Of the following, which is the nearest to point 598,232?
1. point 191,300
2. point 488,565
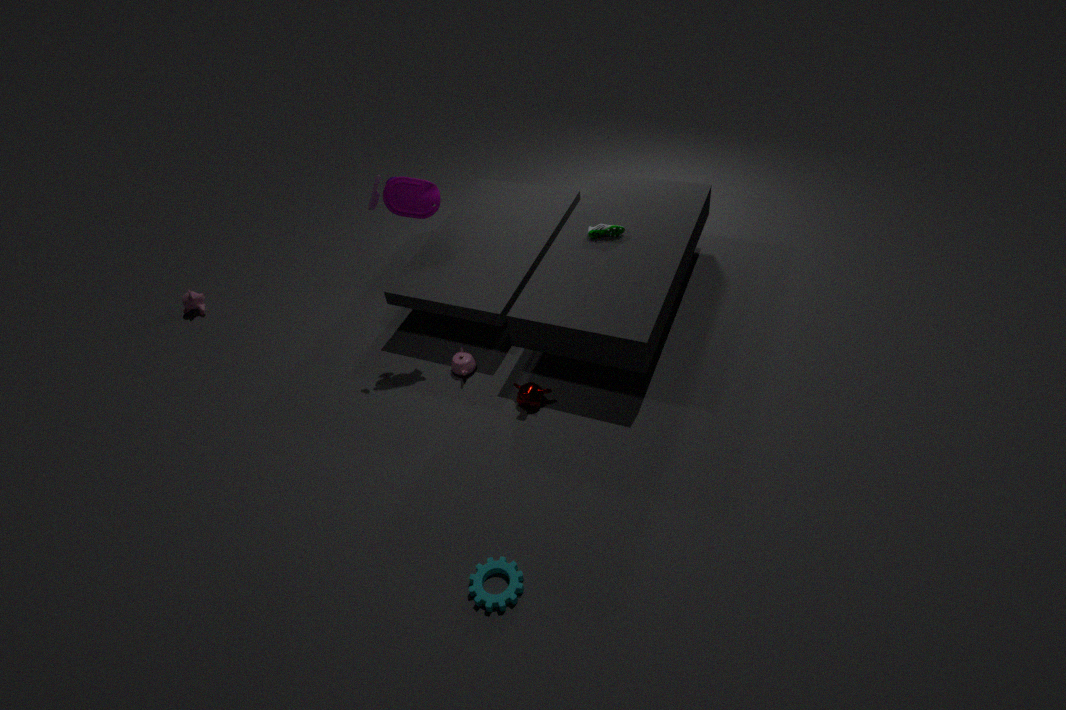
point 488,565
